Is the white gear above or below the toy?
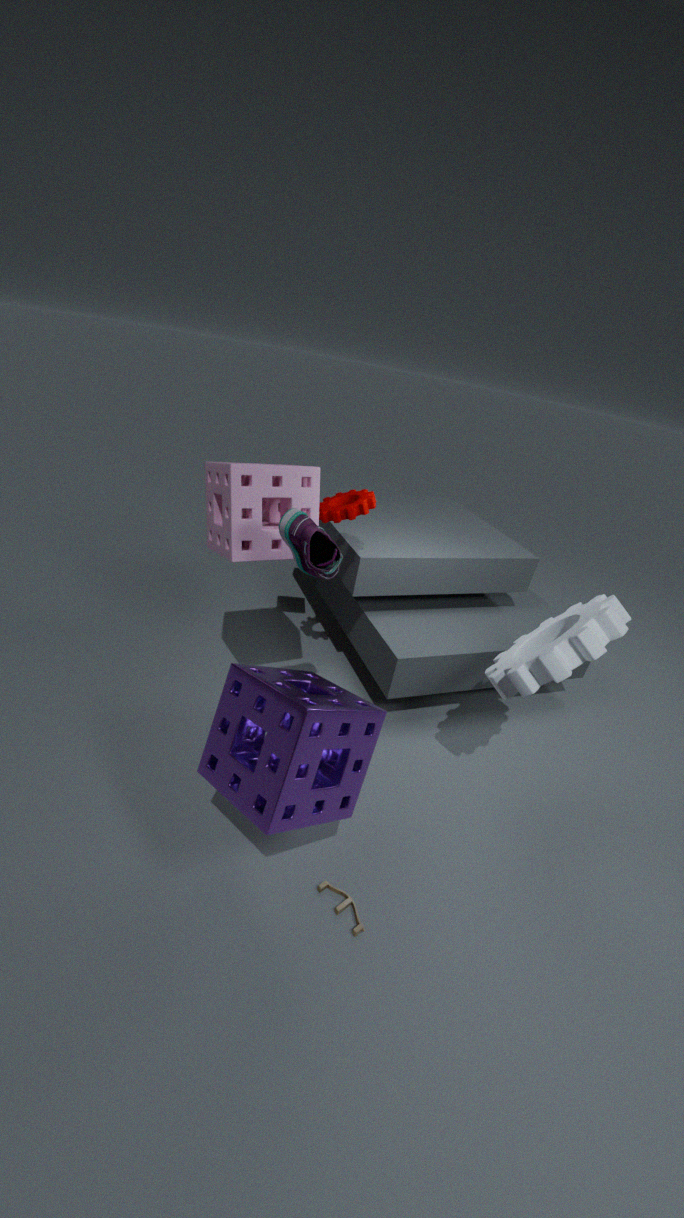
above
